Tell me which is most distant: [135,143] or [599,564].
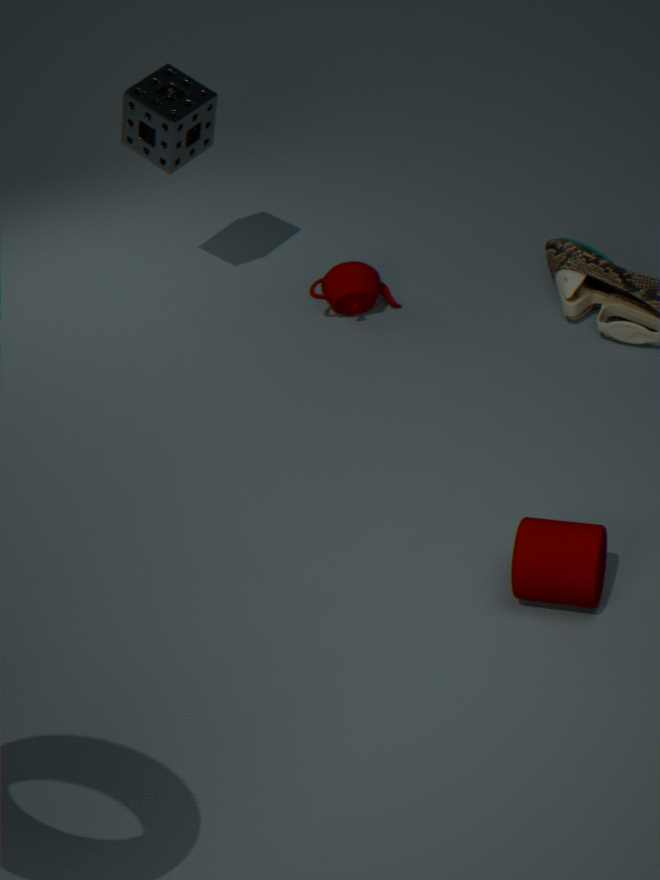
[135,143]
